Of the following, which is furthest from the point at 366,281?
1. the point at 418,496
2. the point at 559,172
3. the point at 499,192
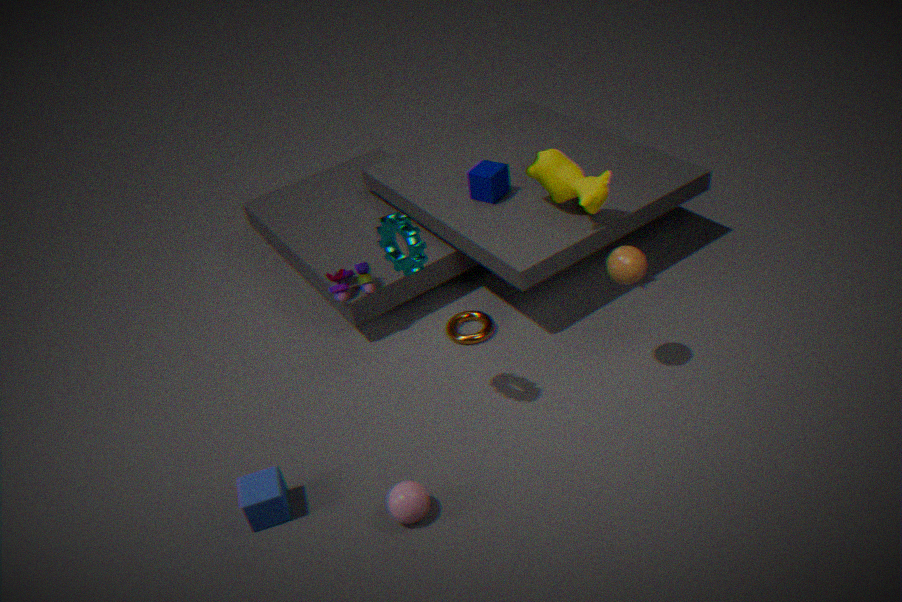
the point at 418,496
